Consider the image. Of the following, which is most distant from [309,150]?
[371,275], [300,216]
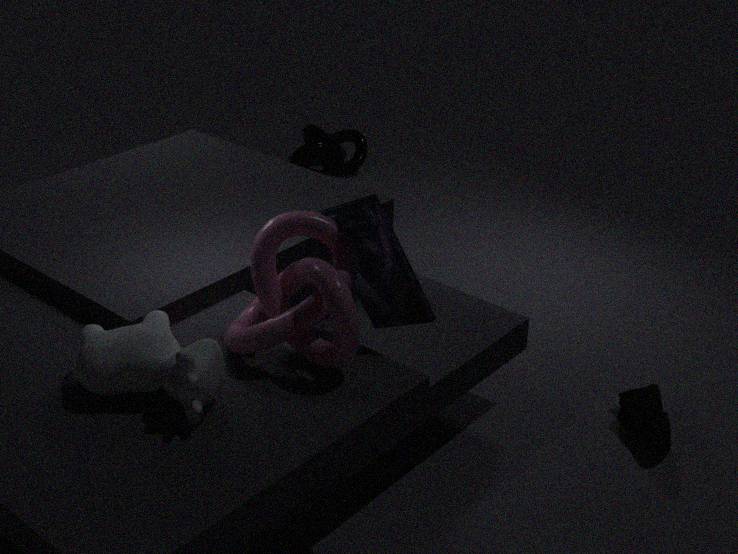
[300,216]
